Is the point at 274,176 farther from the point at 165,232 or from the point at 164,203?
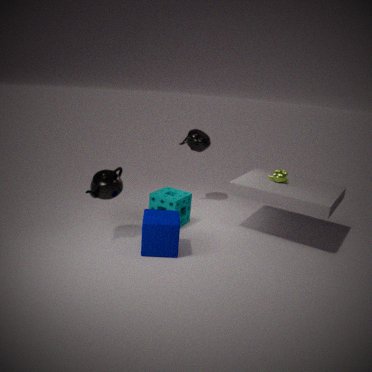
the point at 165,232
